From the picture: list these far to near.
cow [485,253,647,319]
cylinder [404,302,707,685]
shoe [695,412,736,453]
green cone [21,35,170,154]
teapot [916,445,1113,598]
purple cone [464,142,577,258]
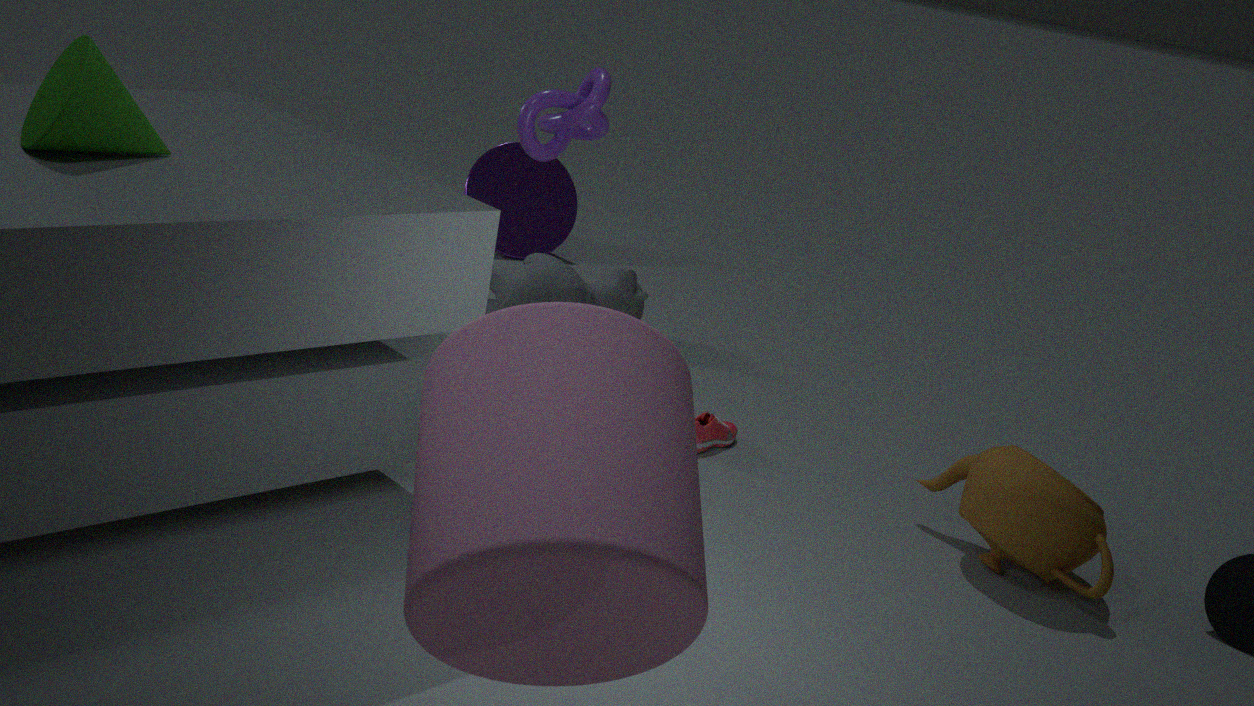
purple cone [464,142,577,258] < cow [485,253,647,319] < shoe [695,412,736,453] < teapot [916,445,1113,598] < green cone [21,35,170,154] < cylinder [404,302,707,685]
